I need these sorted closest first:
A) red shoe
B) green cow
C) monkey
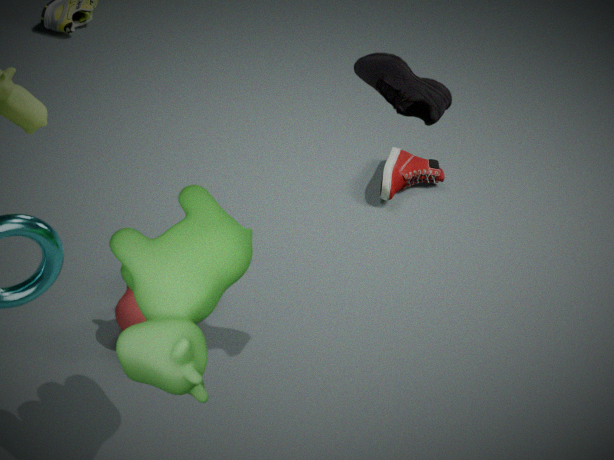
green cow → monkey → red shoe
